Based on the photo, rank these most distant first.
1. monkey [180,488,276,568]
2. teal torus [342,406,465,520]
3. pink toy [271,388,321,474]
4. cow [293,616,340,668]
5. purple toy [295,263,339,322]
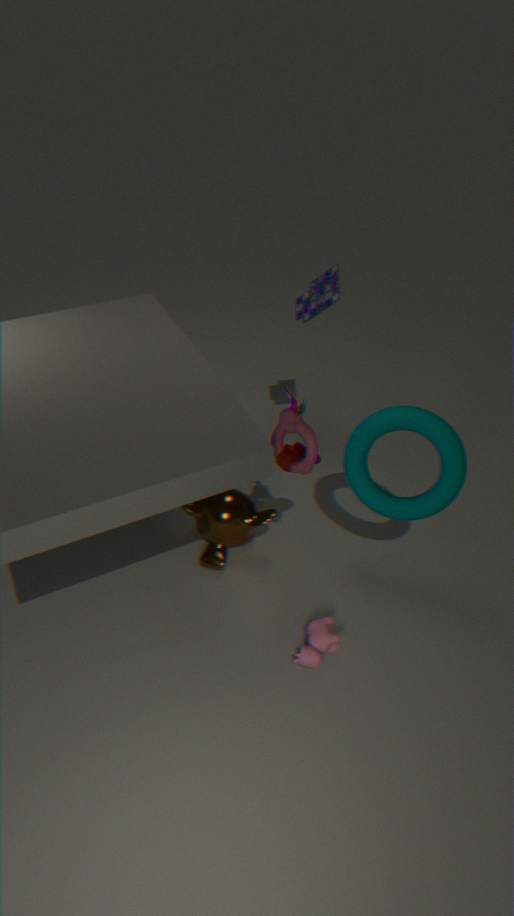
purple toy [295,263,339,322] → monkey [180,488,276,568] → teal torus [342,406,465,520] → cow [293,616,340,668] → pink toy [271,388,321,474]
